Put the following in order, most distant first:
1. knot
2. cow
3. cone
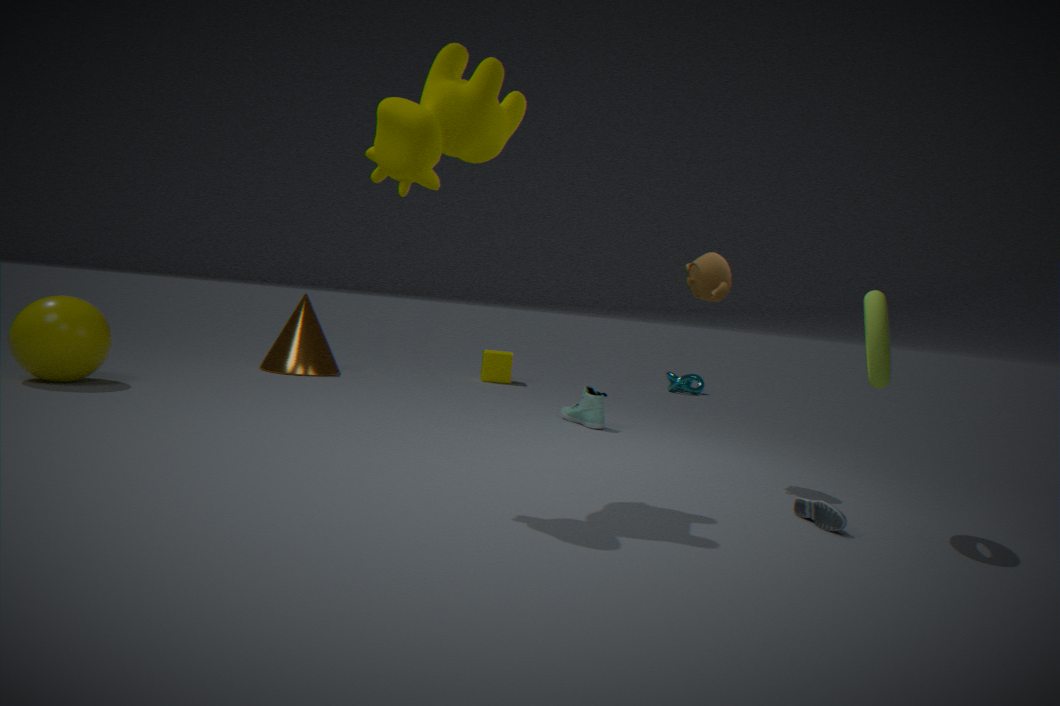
1. knot
2. cone
3. cow
